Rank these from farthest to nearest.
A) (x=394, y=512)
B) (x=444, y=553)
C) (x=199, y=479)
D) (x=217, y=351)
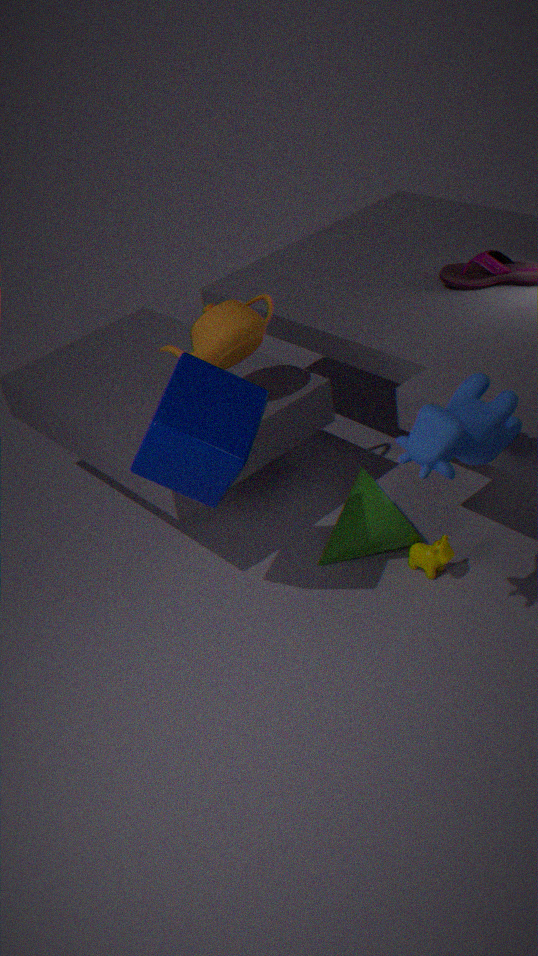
1. (x=394, y=512)
2. (x=217, y=351)
3. (x=444, y=553)
4. (x=199, y=479)
